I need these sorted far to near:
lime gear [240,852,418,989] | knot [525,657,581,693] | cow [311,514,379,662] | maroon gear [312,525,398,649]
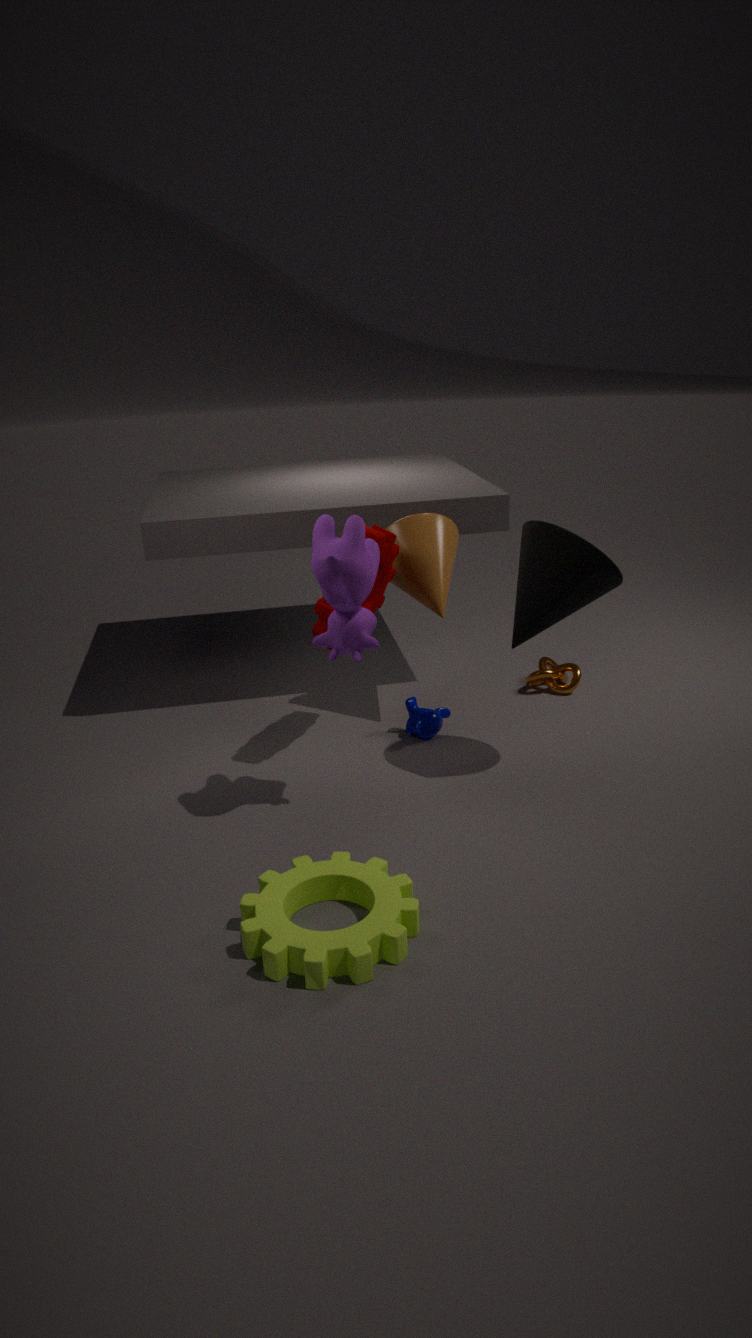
knot [525,657,581,693] < maroon gear [312,525,398,649] < cow [311,514,379,662] < lime gear [240,852,418,989]
